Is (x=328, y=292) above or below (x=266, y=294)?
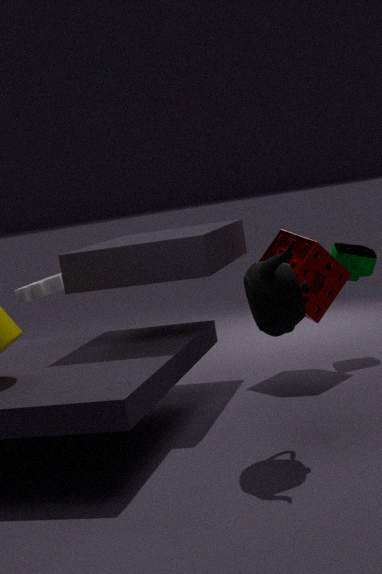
below
